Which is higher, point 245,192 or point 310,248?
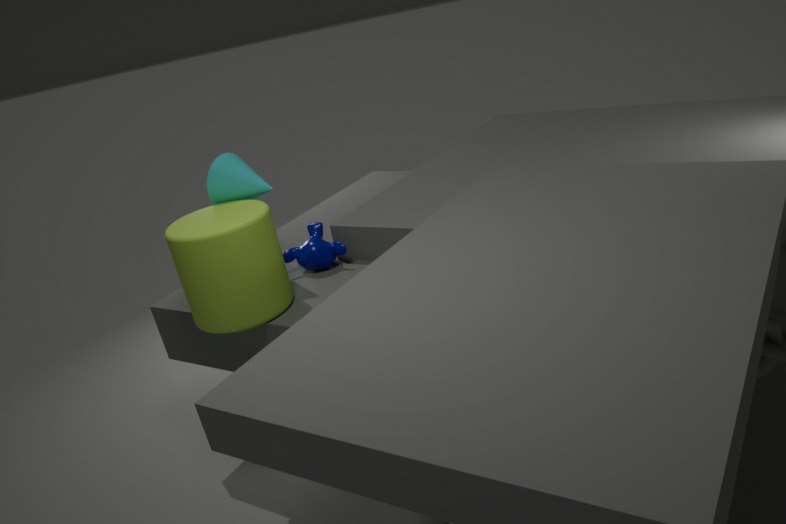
point 245,192
